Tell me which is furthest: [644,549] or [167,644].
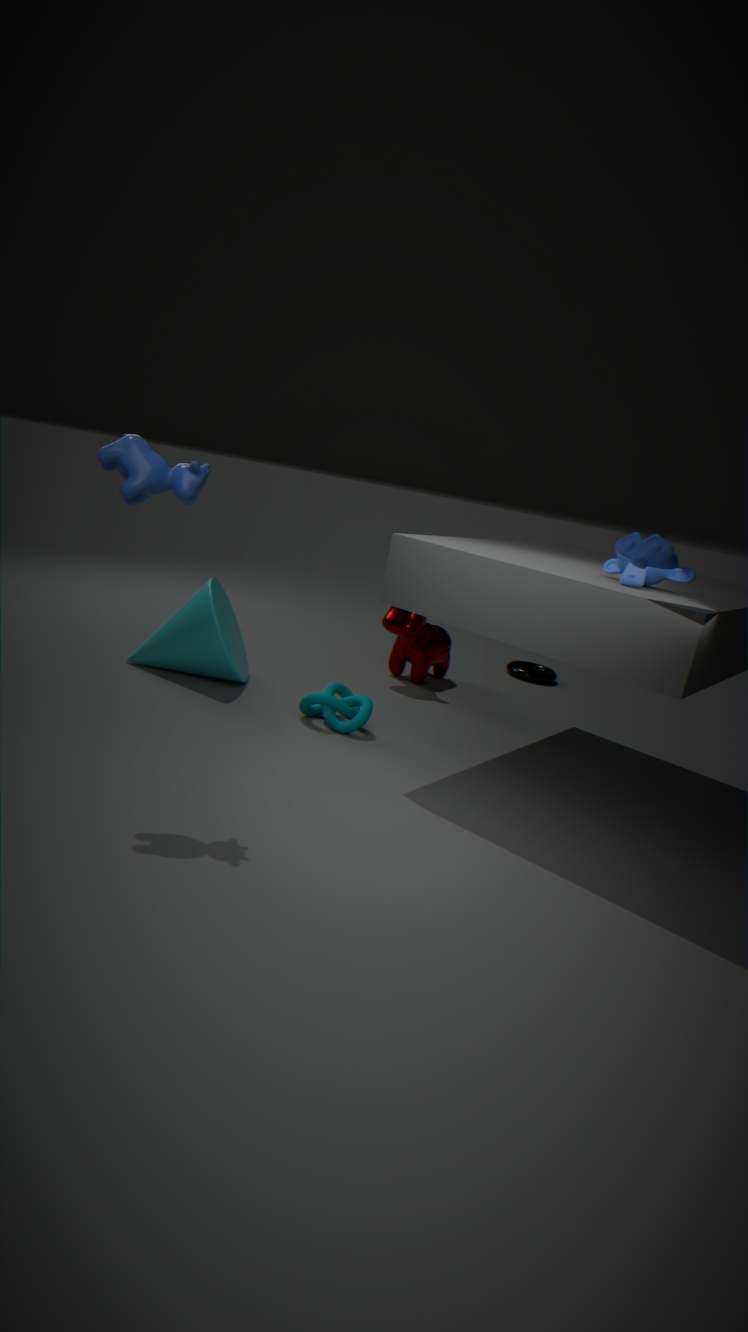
[167,644]
